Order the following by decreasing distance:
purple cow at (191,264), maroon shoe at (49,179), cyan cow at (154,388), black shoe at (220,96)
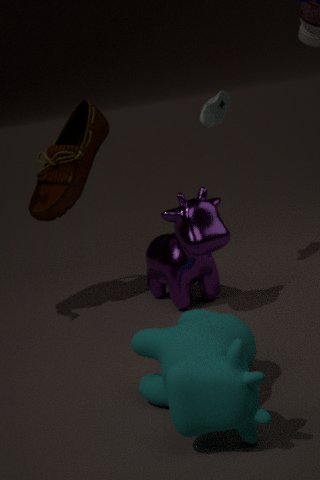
1. black shoe at (220,96)
2. maroon shoe at (49,179)
3. purple cow at (191,264)
4. cyan cow at (154,388)
